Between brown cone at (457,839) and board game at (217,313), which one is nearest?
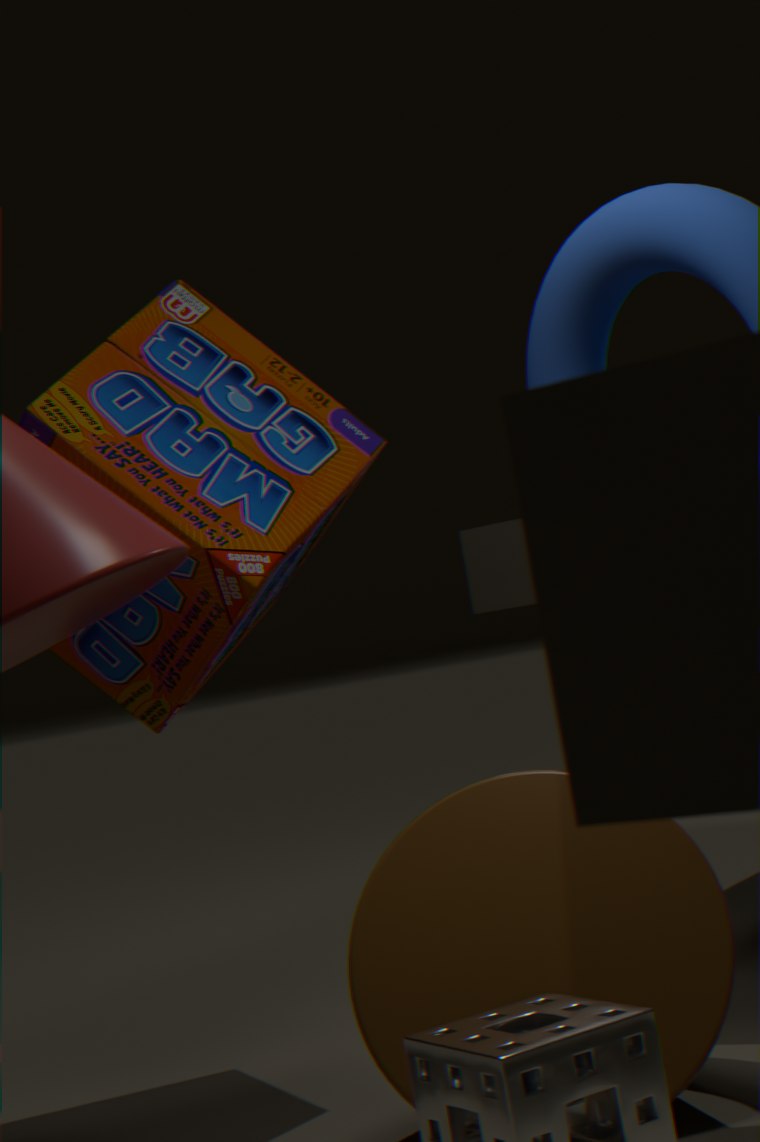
brown cone at (457,839)
